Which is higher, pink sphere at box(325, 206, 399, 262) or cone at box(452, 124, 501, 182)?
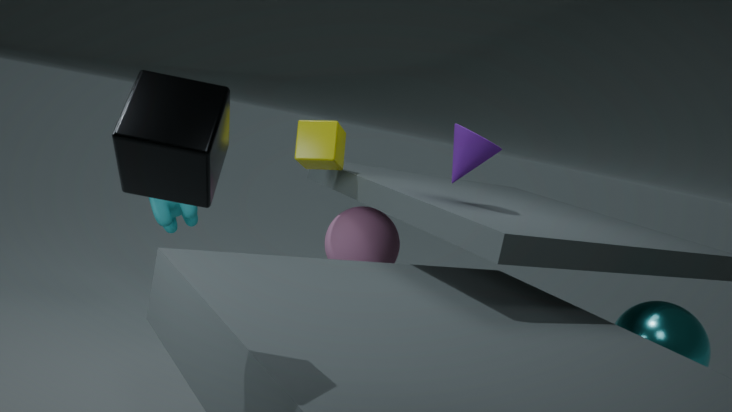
cone at box(452, 124, 501, 182)
